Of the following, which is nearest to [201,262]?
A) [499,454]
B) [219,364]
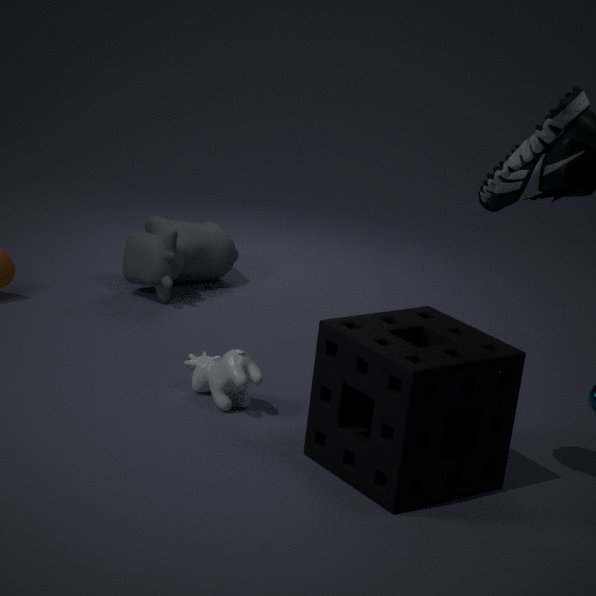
[219,364]
